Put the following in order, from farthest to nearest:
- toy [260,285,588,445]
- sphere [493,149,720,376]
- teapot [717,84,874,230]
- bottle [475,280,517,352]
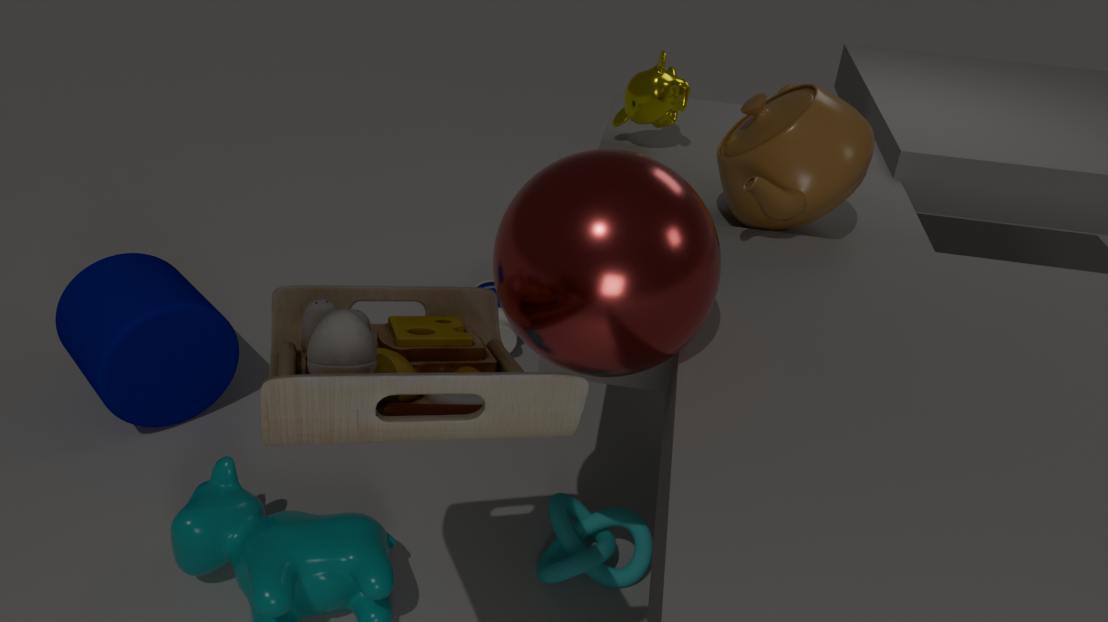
bottle [475,280,517,352] < teapot [717,84,874,230] < sphere [493,149,720,376] < toy [260,285,588,445]
